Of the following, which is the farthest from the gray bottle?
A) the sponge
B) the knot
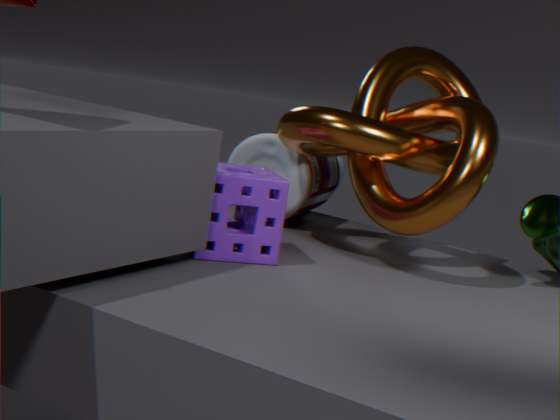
the sponge
